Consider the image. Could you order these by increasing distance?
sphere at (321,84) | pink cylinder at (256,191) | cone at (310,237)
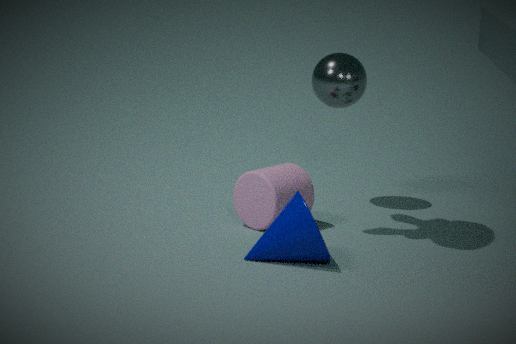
cone at (310,237), pink cylinder at (256,191), sphere at (321,84)
